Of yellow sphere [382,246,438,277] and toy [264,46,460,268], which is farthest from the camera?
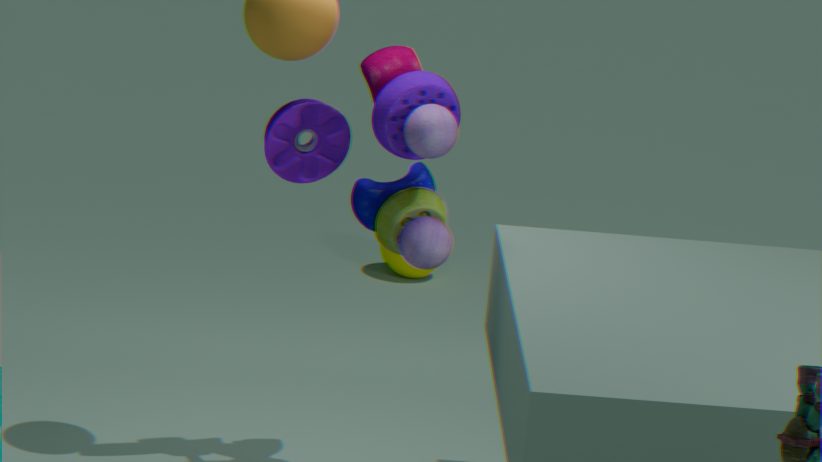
yellow sphere [382,246,438,277]
